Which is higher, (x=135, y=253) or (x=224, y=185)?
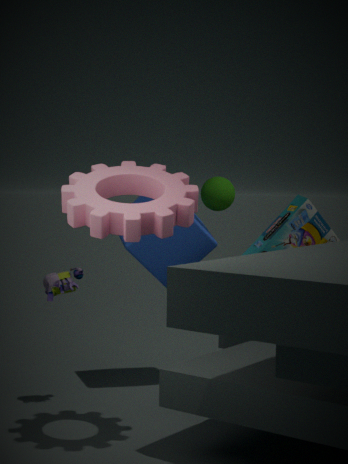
(x=224, y=185)
